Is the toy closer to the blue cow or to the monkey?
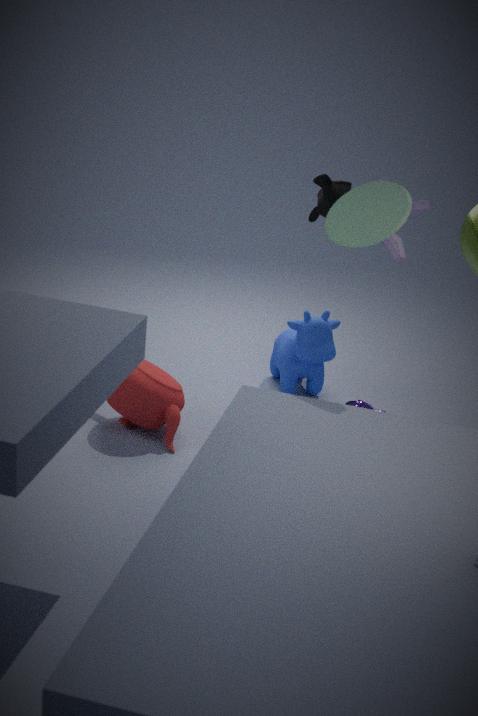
the monkey
